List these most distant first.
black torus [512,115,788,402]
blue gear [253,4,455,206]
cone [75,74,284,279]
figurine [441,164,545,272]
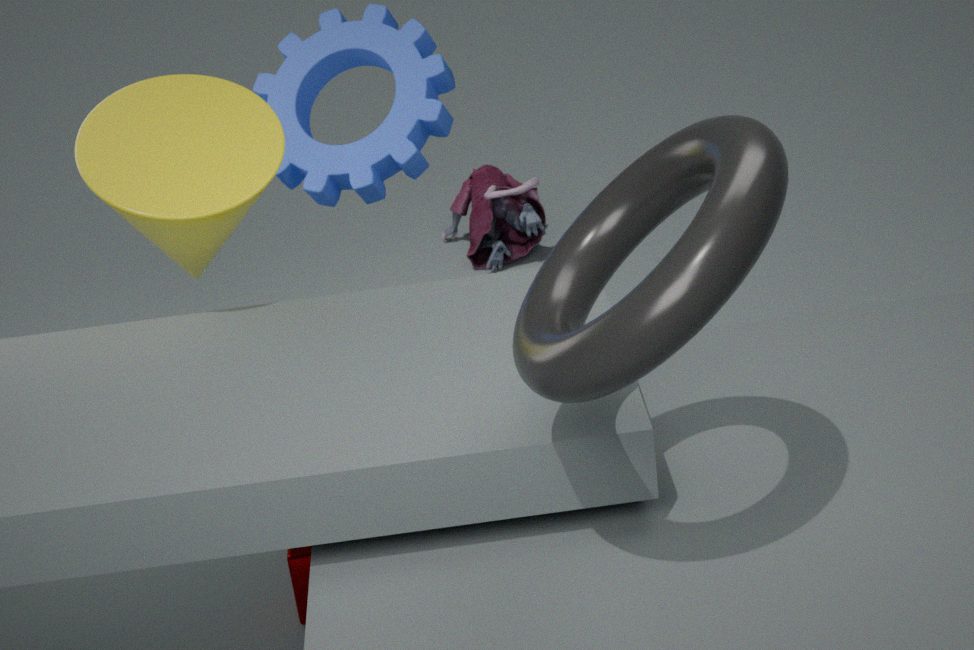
figurine [441,164,545,272], blue gear [253,4,455,206], cone [75,74,284,279], black torus [512,115,788,402]
